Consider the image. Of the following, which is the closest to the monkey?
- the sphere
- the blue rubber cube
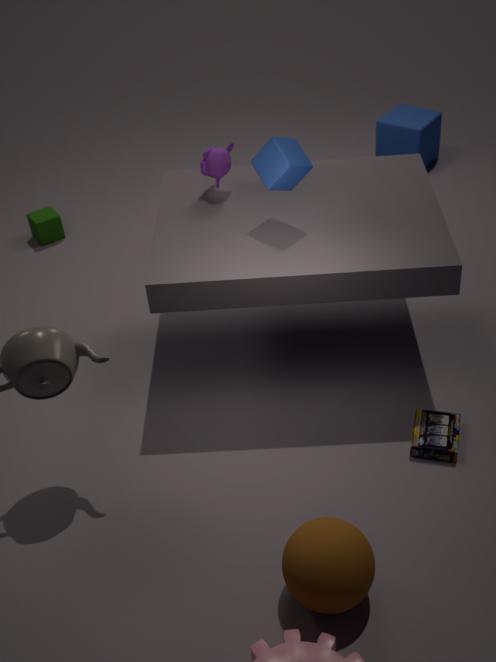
the sphere
